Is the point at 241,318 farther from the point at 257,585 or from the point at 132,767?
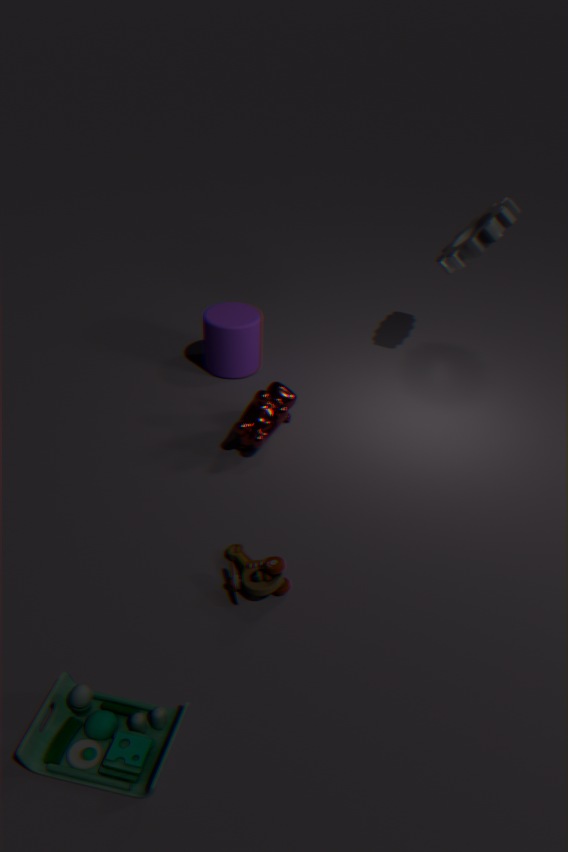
the point at 132,767
